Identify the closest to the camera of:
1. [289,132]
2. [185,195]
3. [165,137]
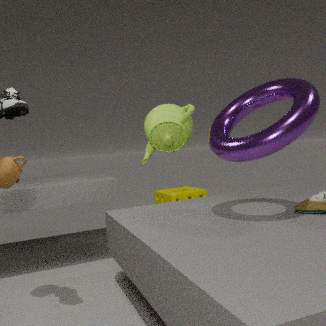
[289,132]
